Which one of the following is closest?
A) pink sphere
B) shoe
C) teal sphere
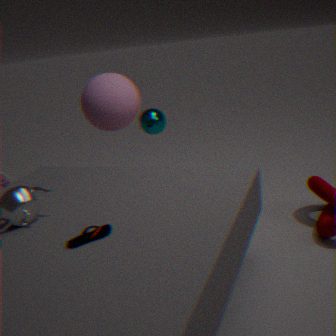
shoe
